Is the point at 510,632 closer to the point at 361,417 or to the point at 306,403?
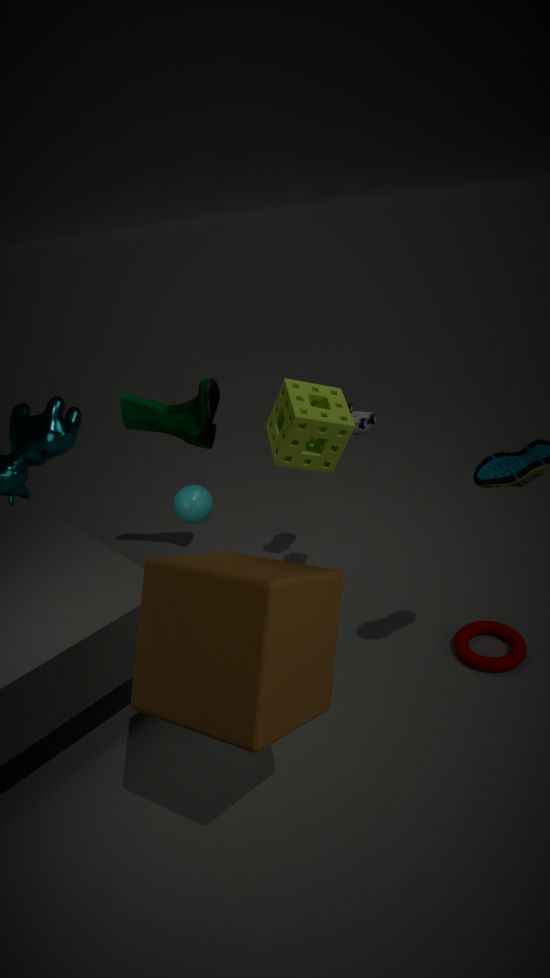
the point at 361,417
